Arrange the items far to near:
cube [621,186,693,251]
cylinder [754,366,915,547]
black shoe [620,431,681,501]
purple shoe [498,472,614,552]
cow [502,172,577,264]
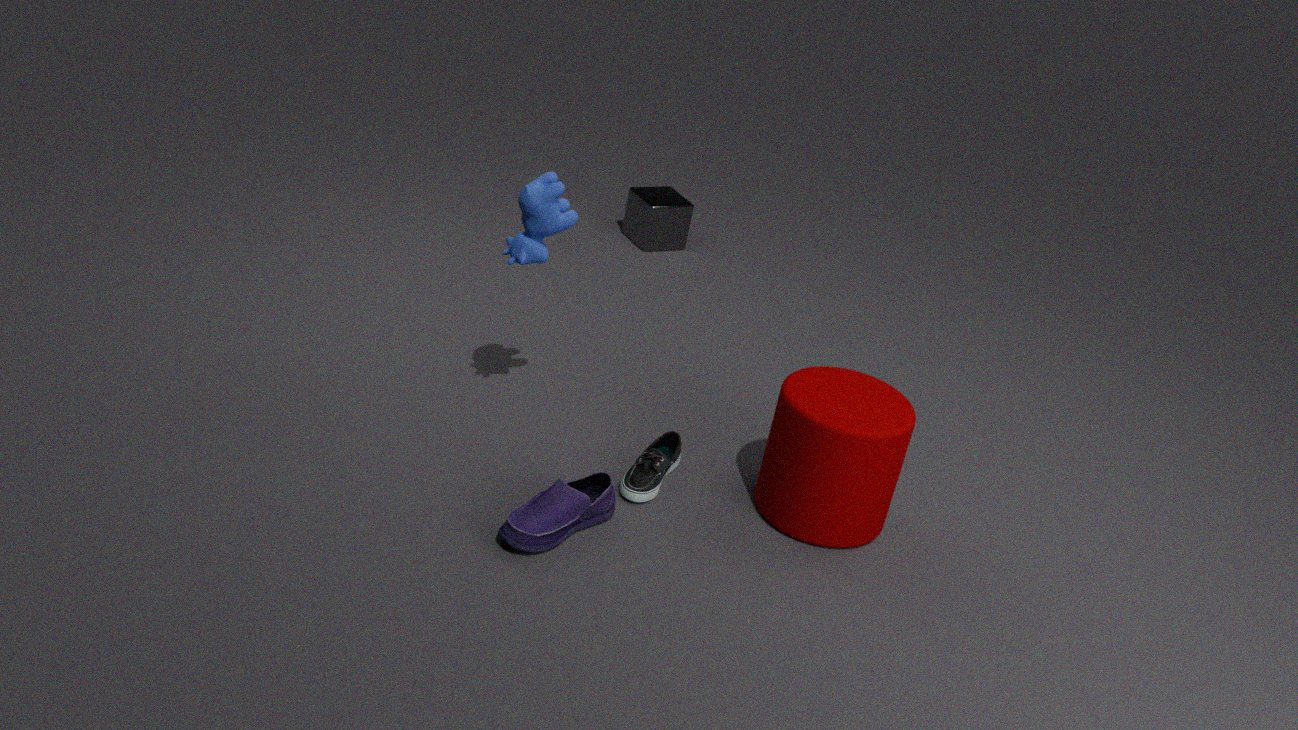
cube [621,186,693,251] < black shoe [620,431,681,501] < cow [502,172,577,264] < cylinder [754,366,915,547] < purple shoe [498,472,614,552]
